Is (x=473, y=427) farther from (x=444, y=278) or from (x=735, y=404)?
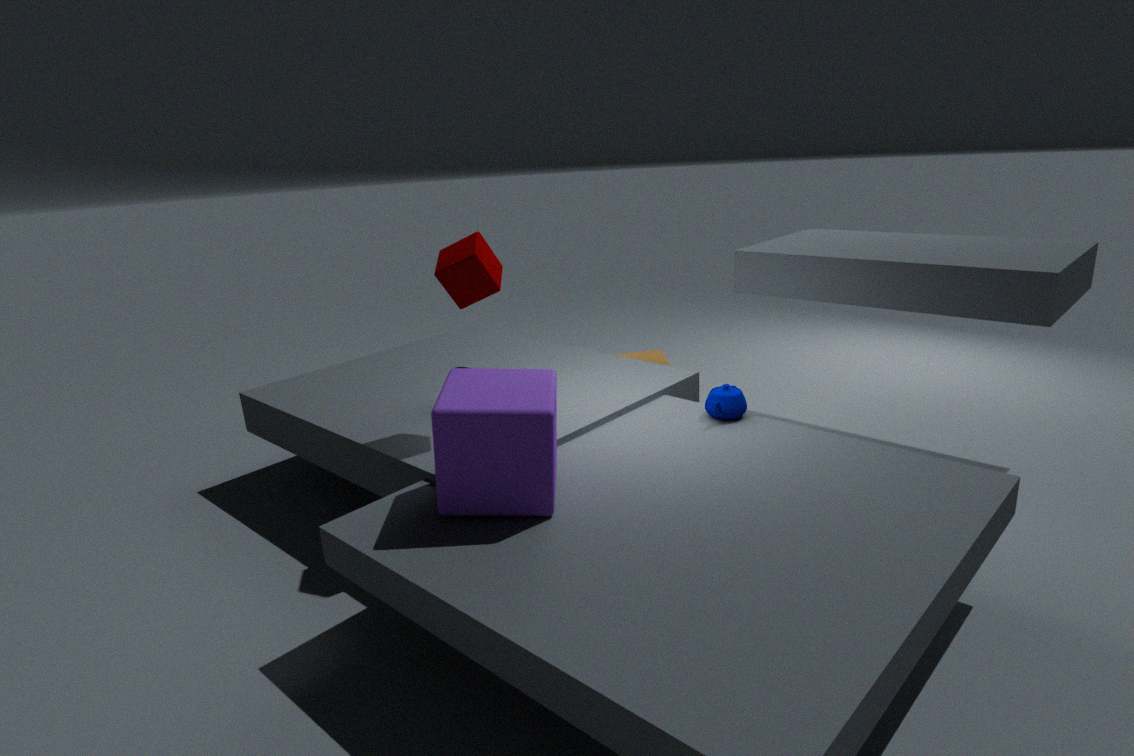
(x=735, y=404)
